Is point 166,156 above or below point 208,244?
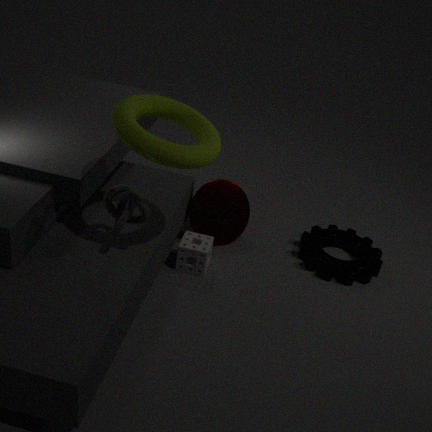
above
